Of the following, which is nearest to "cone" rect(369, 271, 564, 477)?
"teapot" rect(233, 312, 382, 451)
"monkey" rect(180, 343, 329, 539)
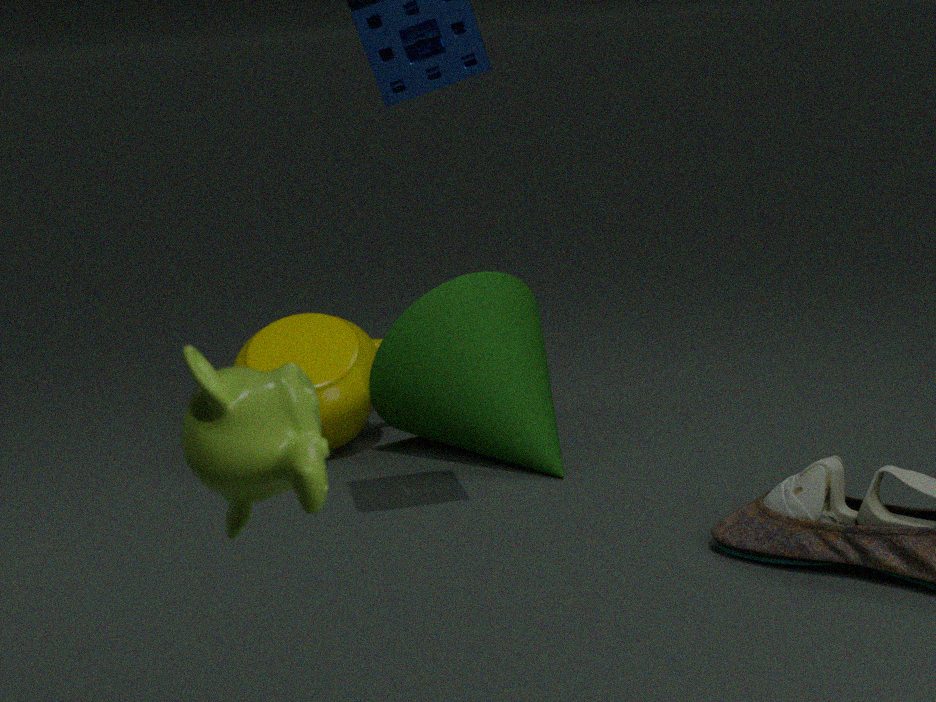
"teapot" rect(233, 312, 382, 451)
